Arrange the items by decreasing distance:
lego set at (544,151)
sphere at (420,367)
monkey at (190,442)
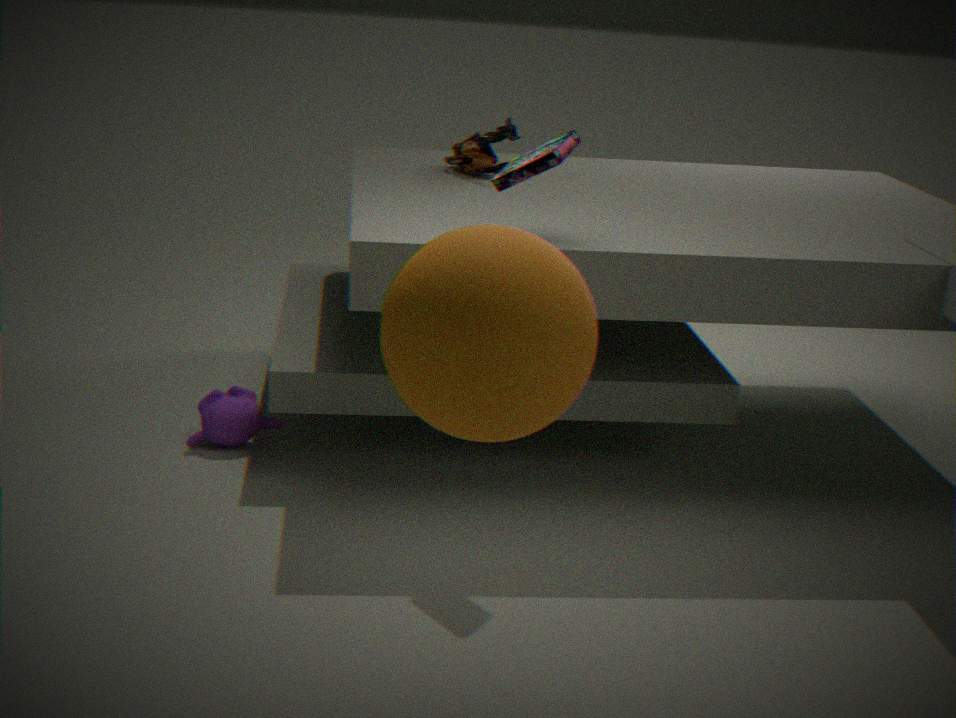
monkey at (190,442) → lego set at (544,151) → sphere at (420,367)
